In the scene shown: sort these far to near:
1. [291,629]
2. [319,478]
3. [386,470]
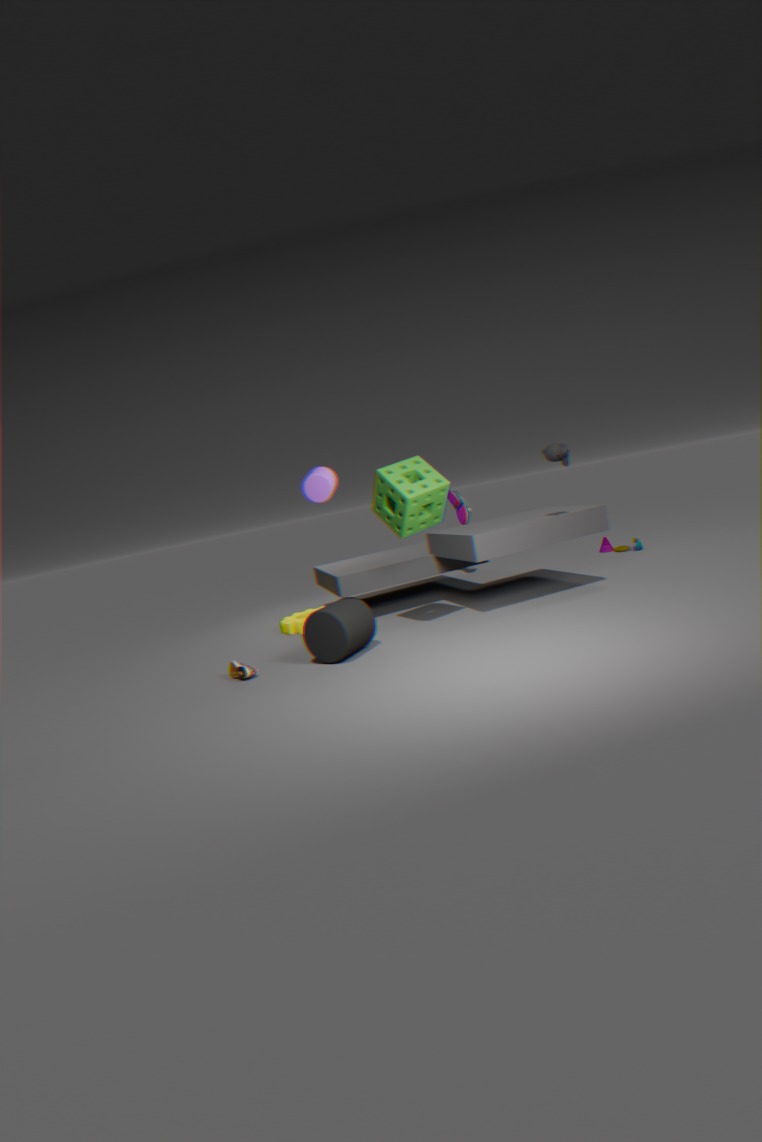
[291,629] < [386,470] < [319,478]
